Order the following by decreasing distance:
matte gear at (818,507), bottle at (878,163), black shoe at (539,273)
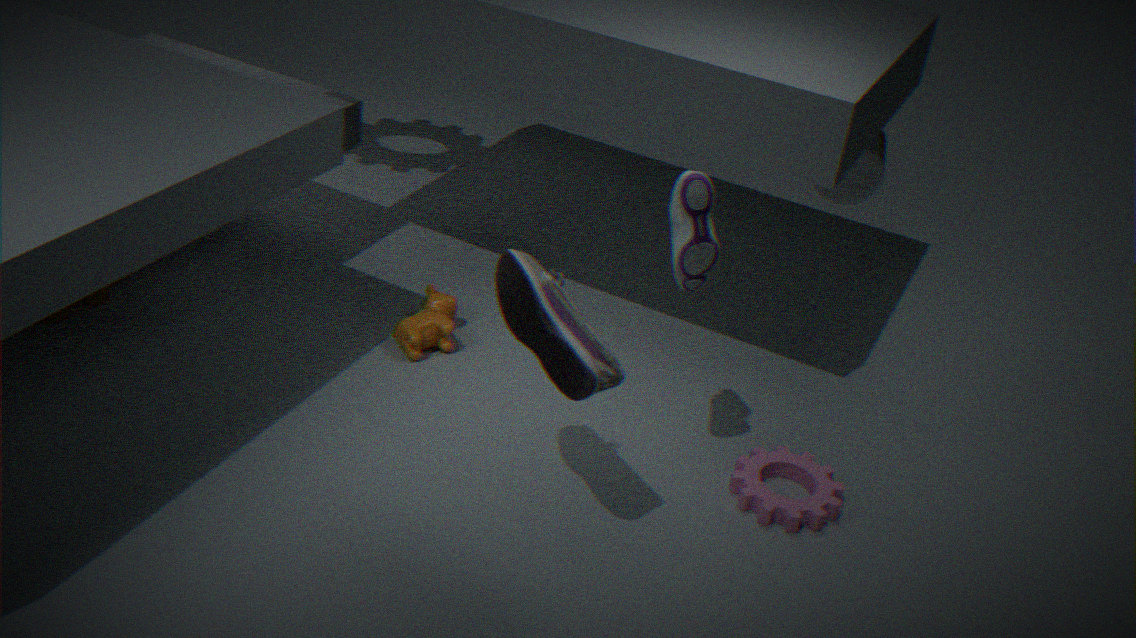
bottle at (878,163) → matte gear at (818,507) → black shoe at (539,273)
